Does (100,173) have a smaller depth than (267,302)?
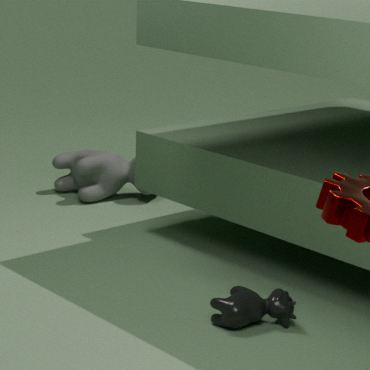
No
